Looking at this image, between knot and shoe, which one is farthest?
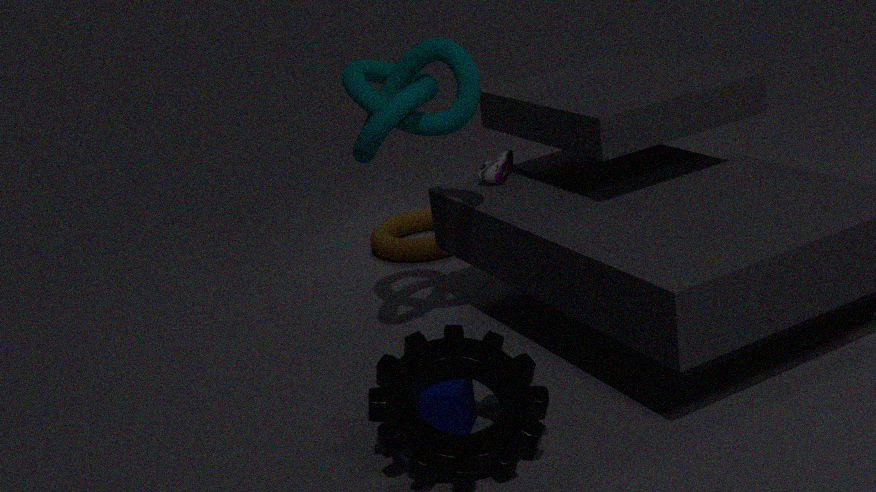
shoe
